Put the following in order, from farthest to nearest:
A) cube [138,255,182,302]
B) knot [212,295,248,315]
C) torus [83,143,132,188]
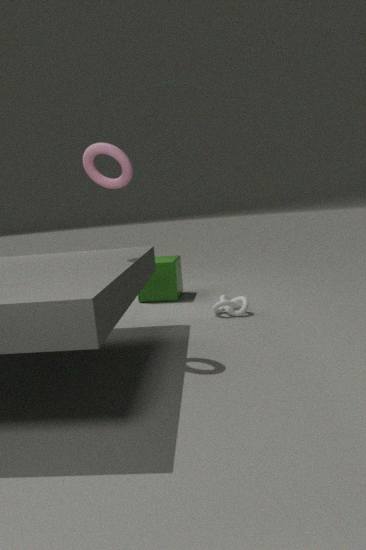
cube [138,255,182,302], knot [212,295,248,315], torus [83,143,132,188]
